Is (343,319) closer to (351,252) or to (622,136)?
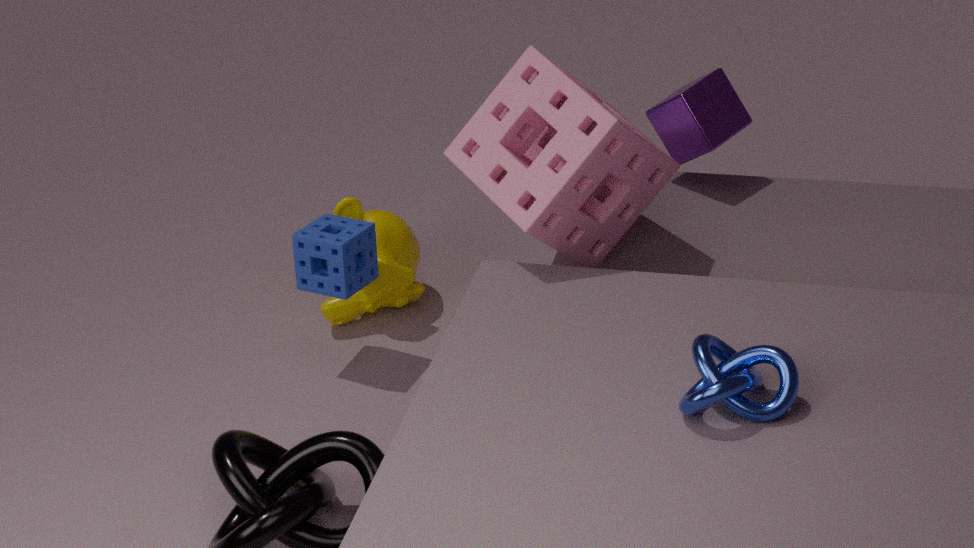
(351,252)
